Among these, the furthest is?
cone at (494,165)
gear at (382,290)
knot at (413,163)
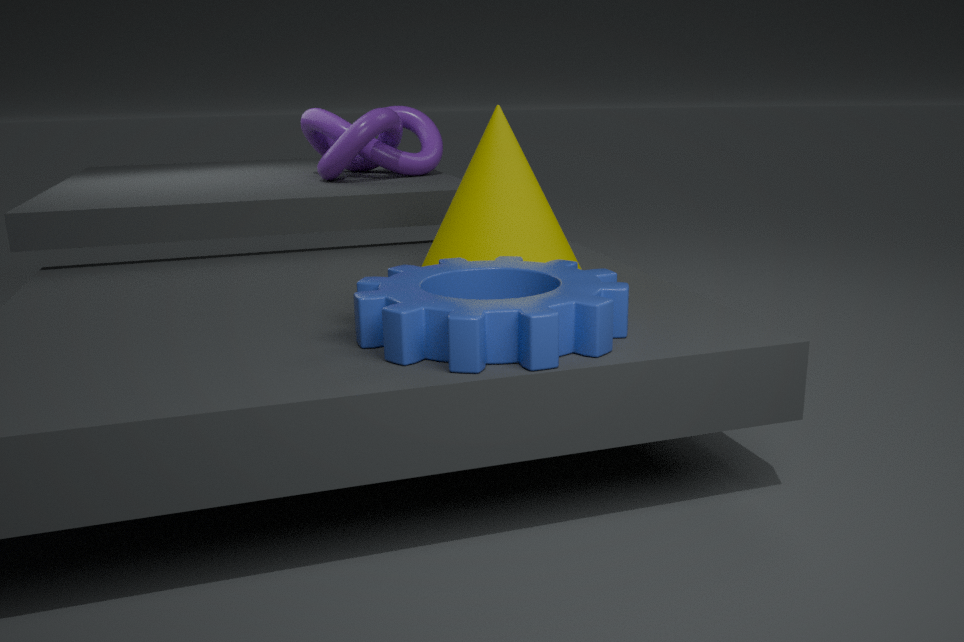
knot at (413,163)
